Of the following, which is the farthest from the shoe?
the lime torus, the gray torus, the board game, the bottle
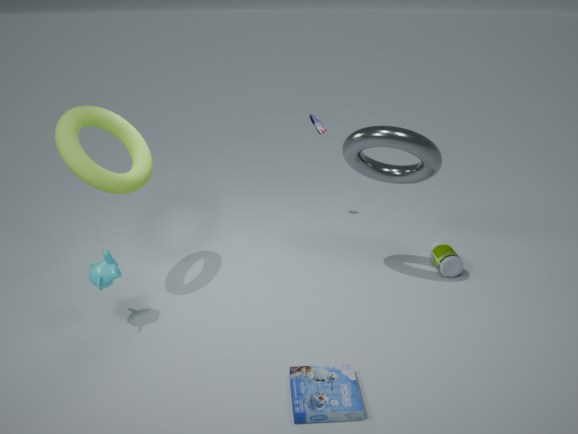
the board game
